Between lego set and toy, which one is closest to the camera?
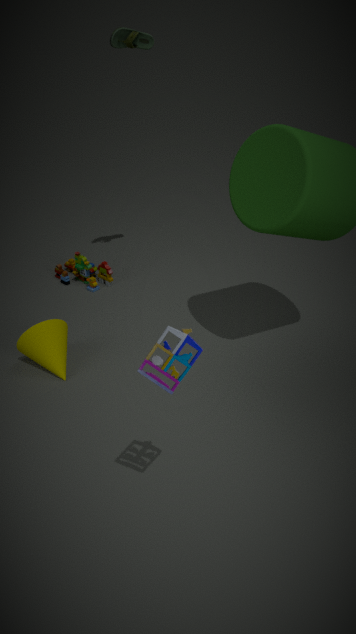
toy
